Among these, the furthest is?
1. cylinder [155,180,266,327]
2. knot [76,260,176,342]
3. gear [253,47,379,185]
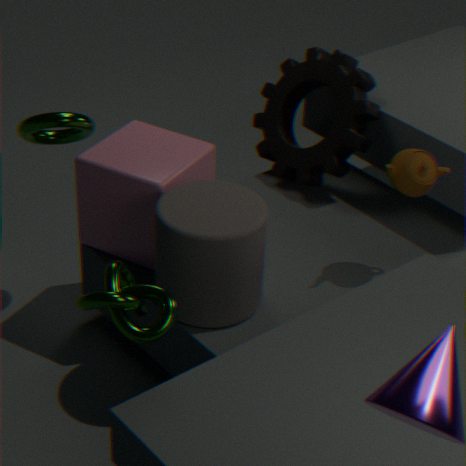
gear [253,47,379,185]
